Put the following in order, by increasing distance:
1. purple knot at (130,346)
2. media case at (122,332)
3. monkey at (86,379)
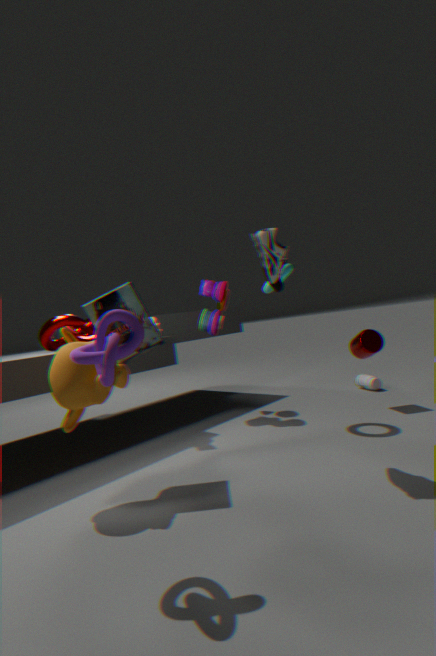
purple knot at (130,346) < monkey at (86,379) < media case at (122,332)
